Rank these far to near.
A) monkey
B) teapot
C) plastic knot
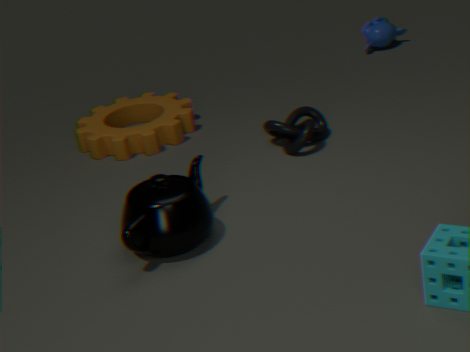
1. monkey
2. plastic knot
3. teapot
